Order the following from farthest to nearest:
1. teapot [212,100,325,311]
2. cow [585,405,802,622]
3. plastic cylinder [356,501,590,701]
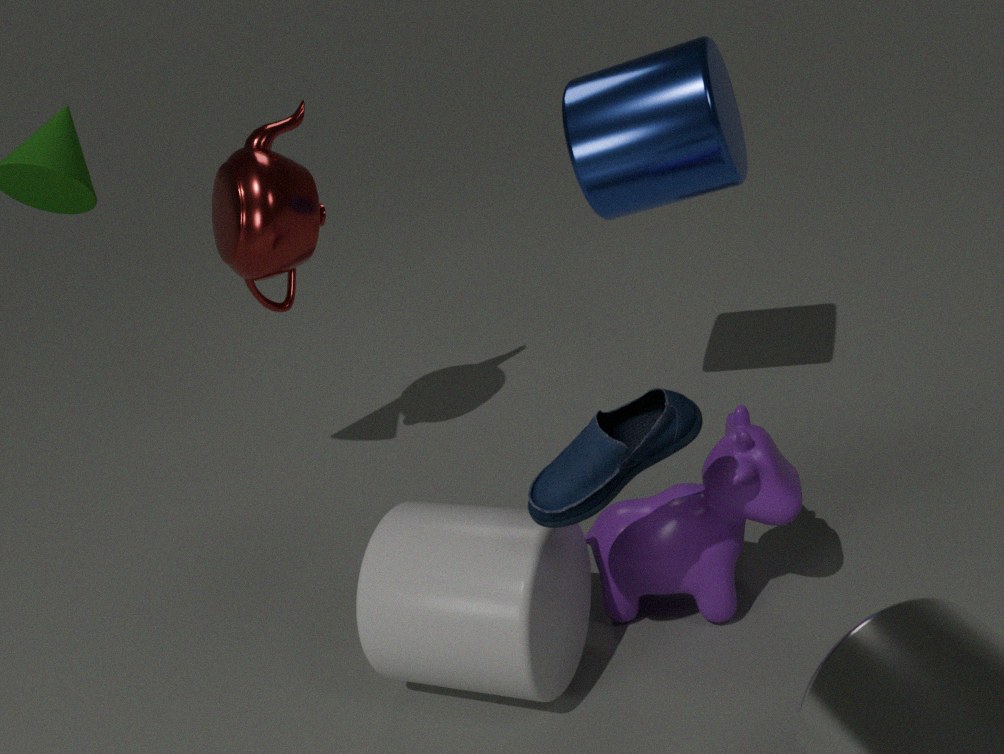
teapot [212,100,325,311] → cow [585,405,802,622] → plastic cylinder [356,501,590,701]
